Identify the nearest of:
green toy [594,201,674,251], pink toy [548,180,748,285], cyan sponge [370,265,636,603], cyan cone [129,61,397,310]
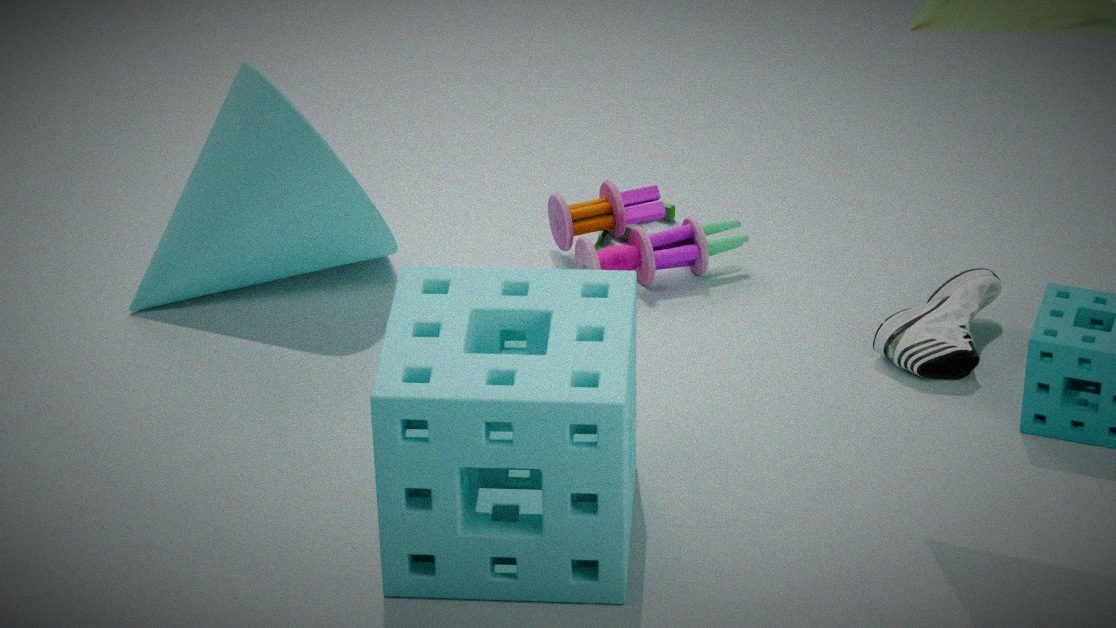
cyan sponge [370,265,636,603]
